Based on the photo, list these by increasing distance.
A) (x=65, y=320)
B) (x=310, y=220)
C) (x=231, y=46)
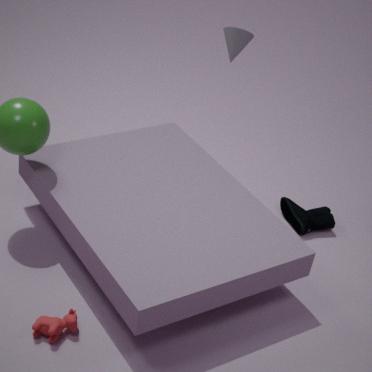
(x=65, y=320), (x=231, y=46), (x=310, y=220)
